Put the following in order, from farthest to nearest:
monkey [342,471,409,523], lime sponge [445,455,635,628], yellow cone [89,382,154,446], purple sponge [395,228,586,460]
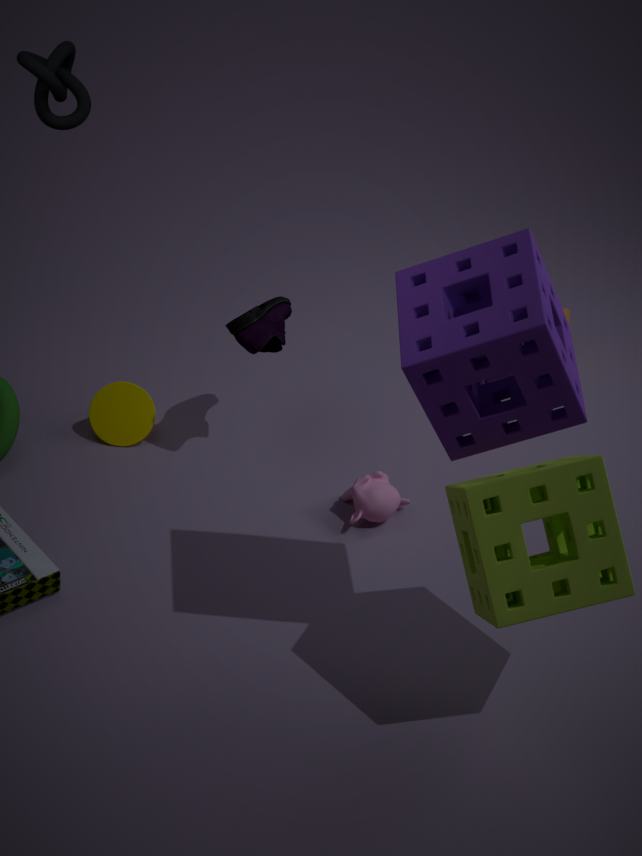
yellow cone [89,382,154,446] → monkey [342,471,409,523] → lime sponge [445,455,635,628] → purple sponge [395,228,586,460]
